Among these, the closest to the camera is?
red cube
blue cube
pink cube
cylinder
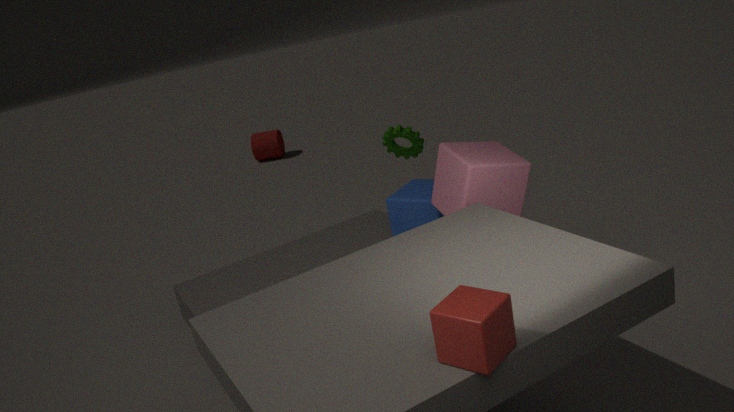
red cube
